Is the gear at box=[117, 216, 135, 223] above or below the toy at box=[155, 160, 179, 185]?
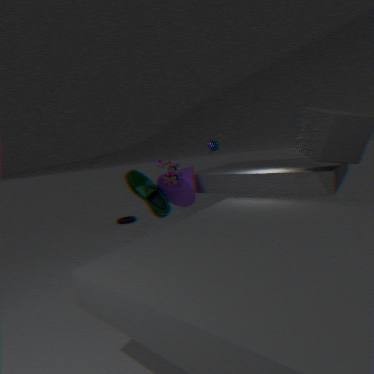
below
